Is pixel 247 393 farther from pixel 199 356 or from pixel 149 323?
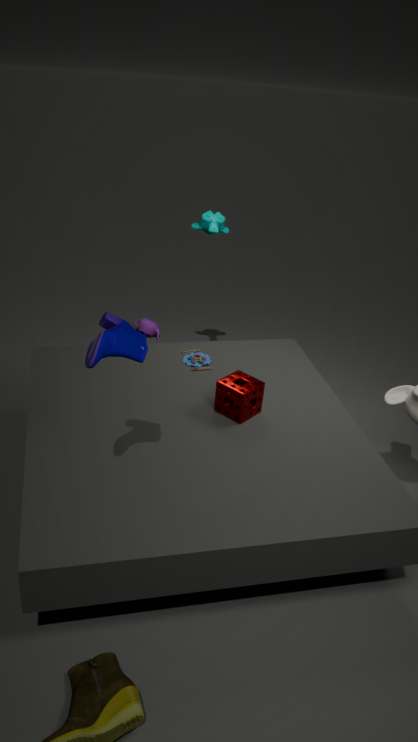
pixel 149 323
